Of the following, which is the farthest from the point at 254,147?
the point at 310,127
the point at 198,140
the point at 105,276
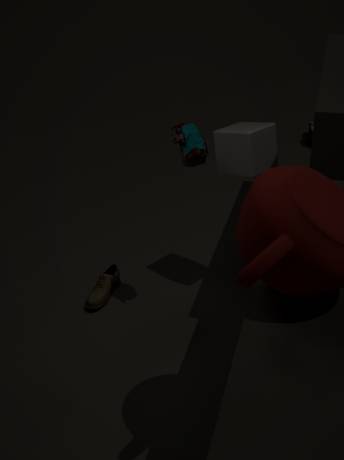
the point at 310,127
